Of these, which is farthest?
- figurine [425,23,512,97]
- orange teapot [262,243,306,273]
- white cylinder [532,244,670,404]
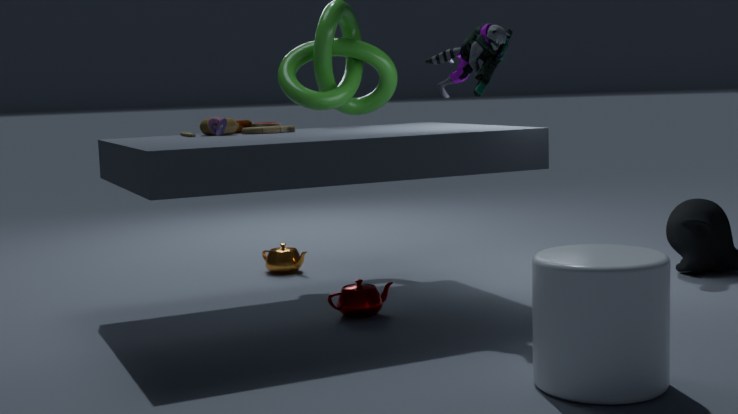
orange teapot [262,243,306,273]
